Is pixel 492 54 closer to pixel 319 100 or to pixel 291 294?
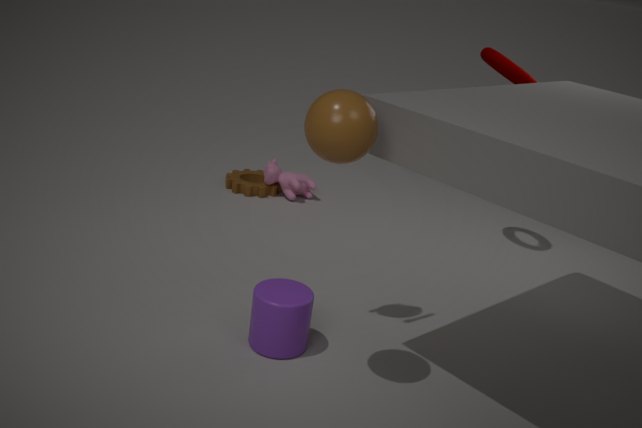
pixel 319 100
